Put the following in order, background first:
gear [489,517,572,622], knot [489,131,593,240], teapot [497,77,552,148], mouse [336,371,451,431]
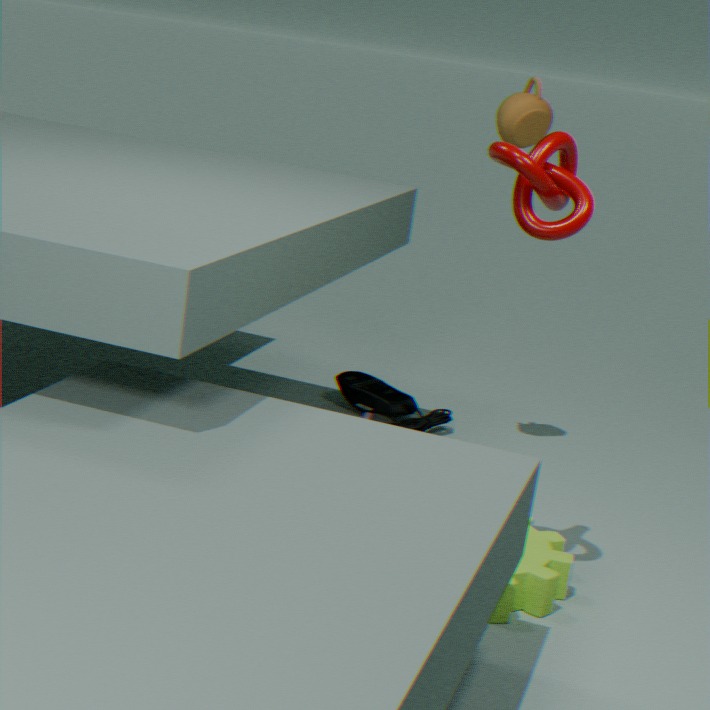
mouse [336,371,451,431] < teapot [497,77,552,148] < gear [489,517,572,622] < knot [489,131,593,240]
